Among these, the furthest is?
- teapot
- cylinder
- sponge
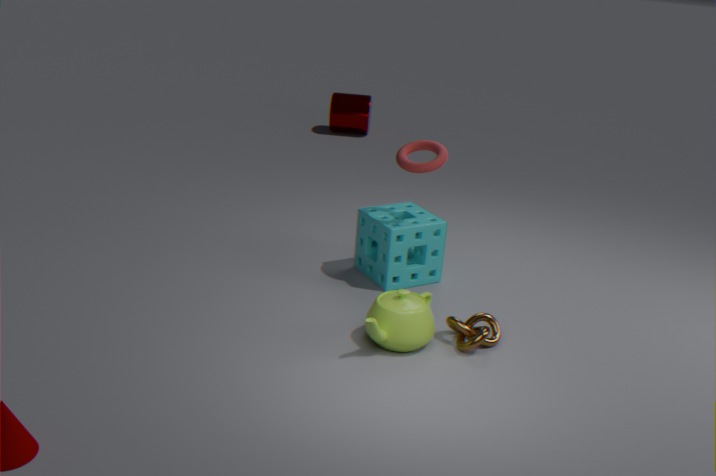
cylinder
